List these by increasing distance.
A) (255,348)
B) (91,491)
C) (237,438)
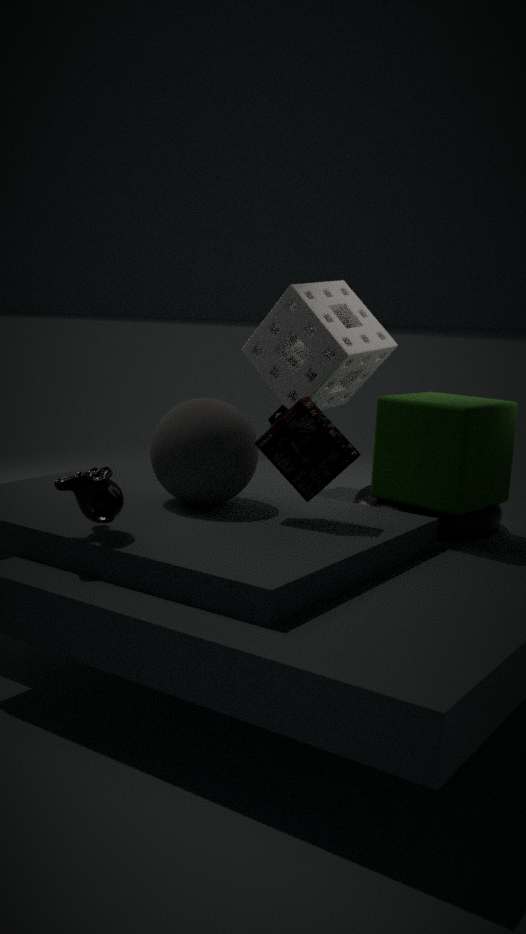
(91,491), (237,438), (255,348)
